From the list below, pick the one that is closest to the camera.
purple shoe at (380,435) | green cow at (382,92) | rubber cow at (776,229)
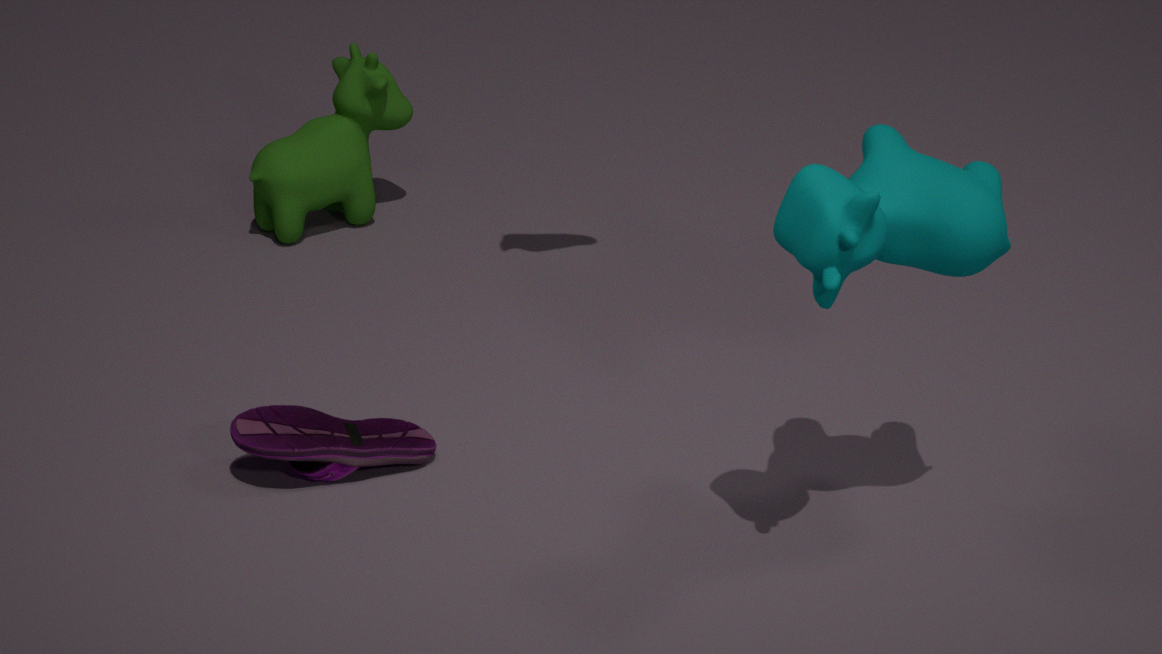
rubber cow at (776,229)
